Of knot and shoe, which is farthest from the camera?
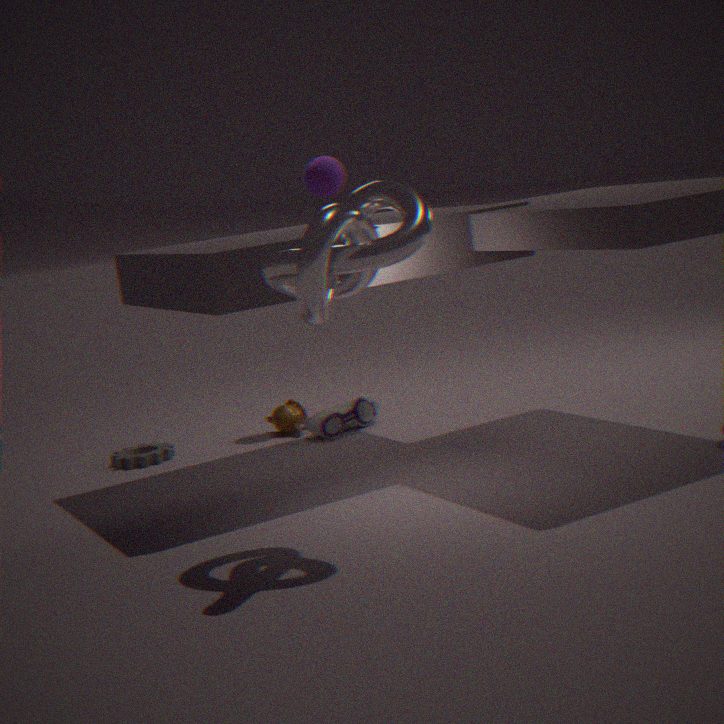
shoe
